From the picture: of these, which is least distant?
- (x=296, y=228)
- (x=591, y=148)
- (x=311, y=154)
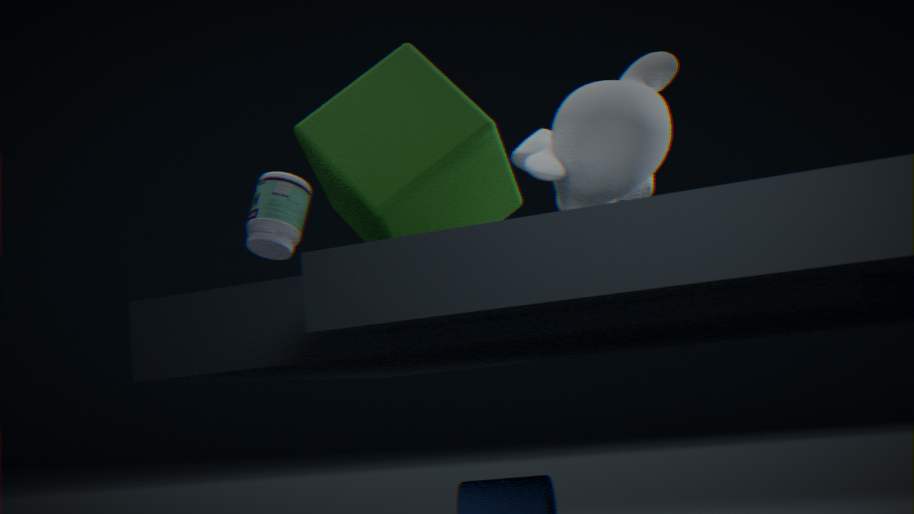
(x=591, y=148)
